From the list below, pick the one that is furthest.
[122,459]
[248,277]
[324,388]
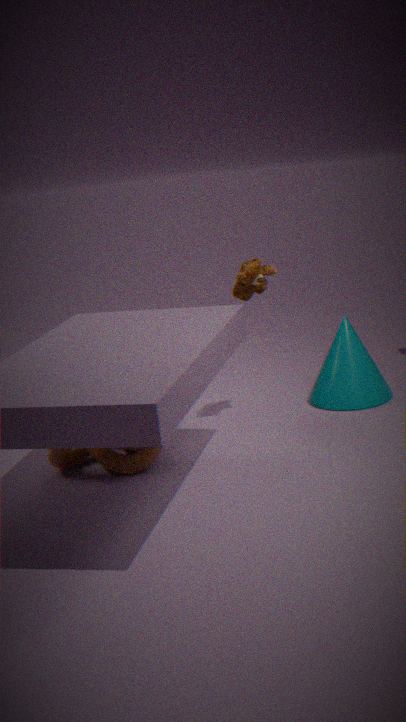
[324,388]
